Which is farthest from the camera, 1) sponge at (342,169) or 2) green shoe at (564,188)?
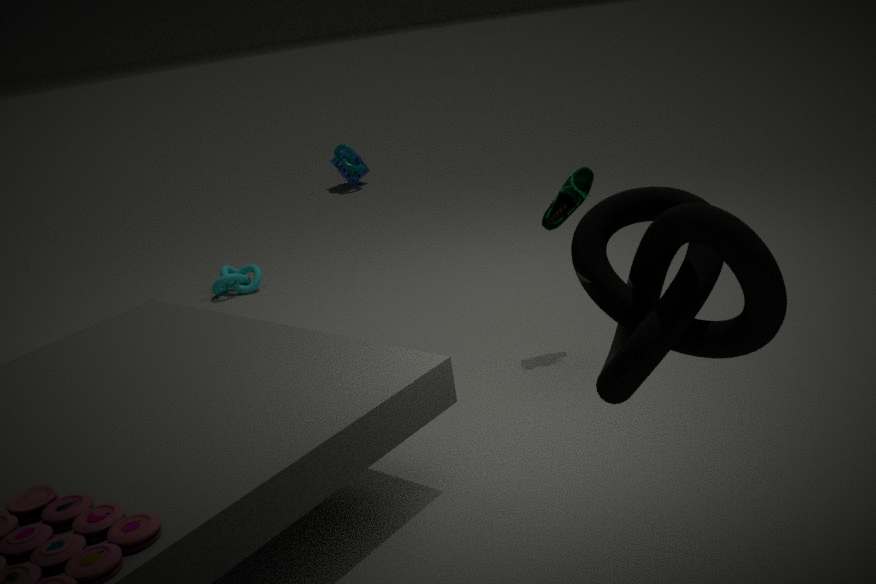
1. sponge at (342,169)
